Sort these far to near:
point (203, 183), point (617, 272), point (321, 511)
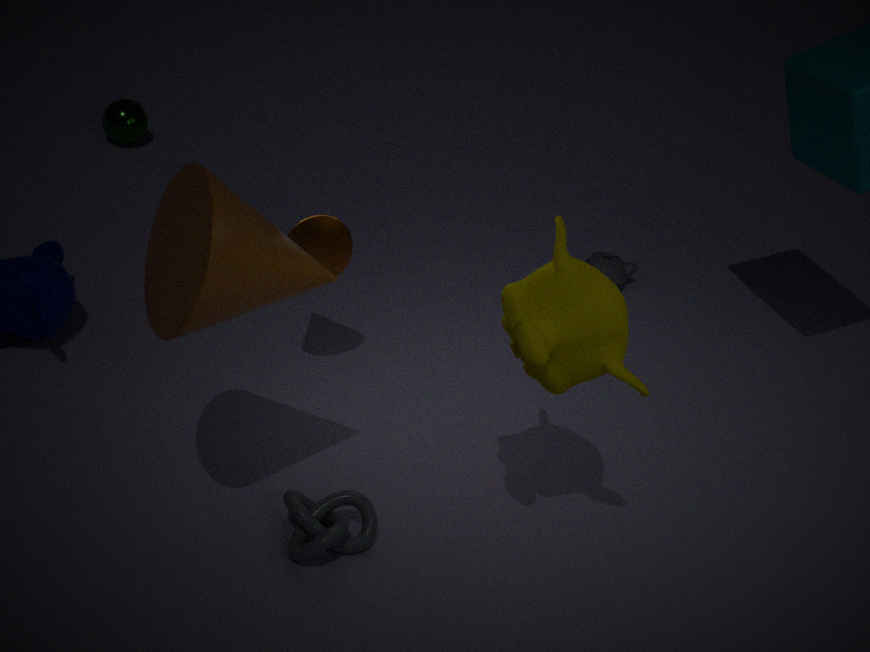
point (617, 272)
point (321, 511)
point (203, 183)
